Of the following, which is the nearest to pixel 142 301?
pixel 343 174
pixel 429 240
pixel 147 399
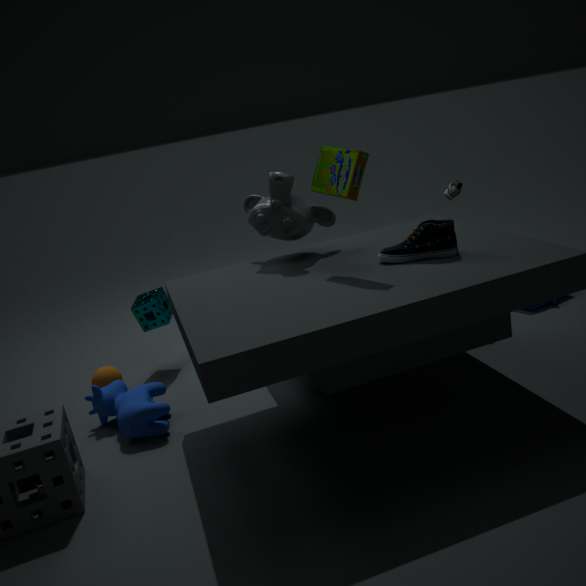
pixel 147 399
